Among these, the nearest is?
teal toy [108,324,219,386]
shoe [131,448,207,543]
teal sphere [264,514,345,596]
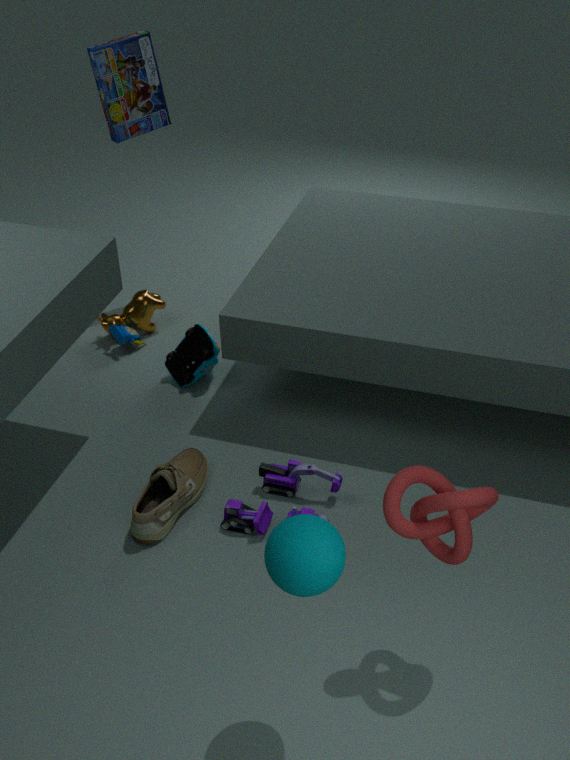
teal sphere [264,514,345,596]
